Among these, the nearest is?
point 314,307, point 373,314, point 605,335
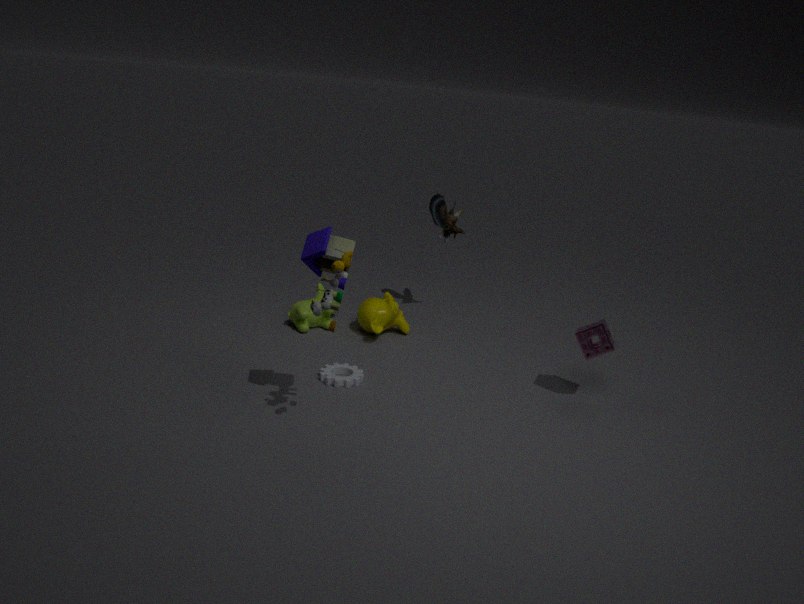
point 314,307
